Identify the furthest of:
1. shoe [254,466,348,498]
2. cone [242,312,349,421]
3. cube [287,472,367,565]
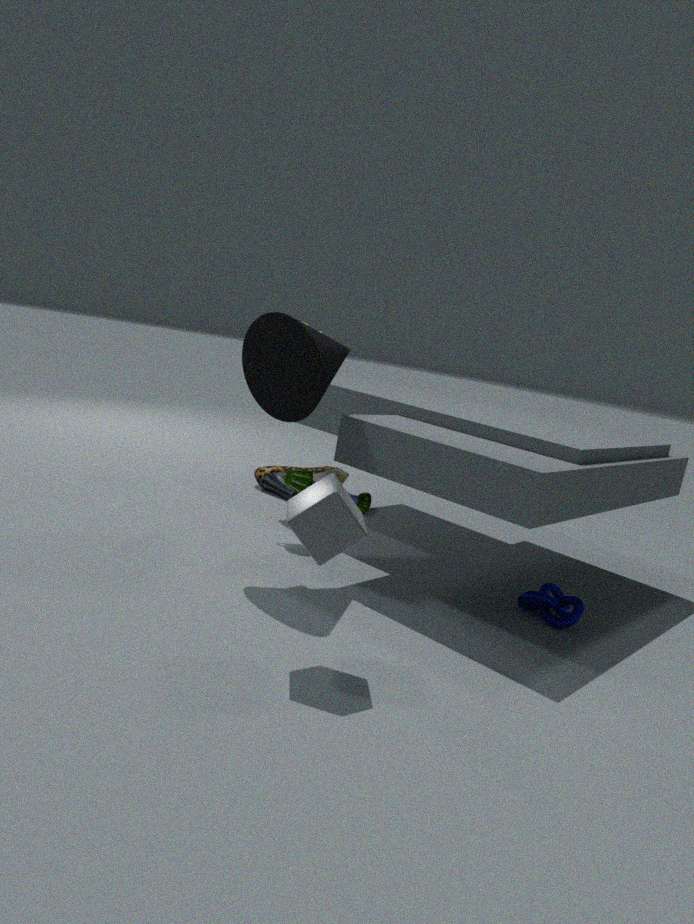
shoe [254,466,348,498]
